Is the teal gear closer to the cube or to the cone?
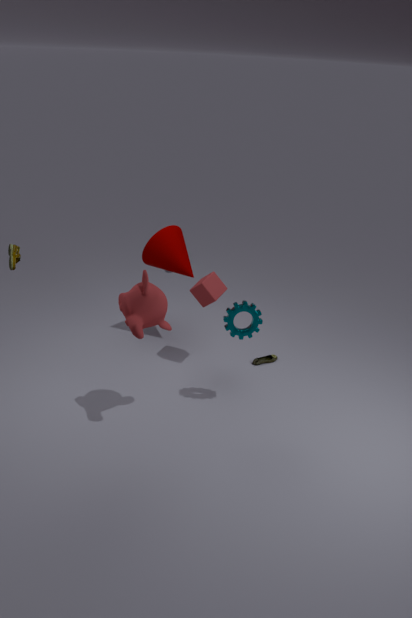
the cube
